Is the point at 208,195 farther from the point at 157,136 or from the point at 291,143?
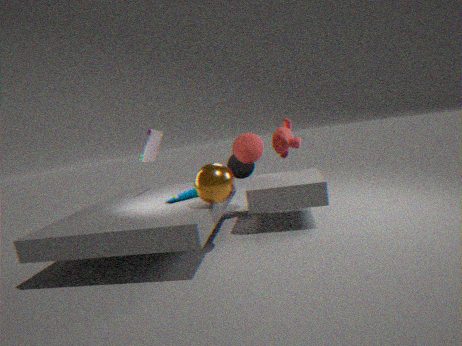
the point at 291,143
